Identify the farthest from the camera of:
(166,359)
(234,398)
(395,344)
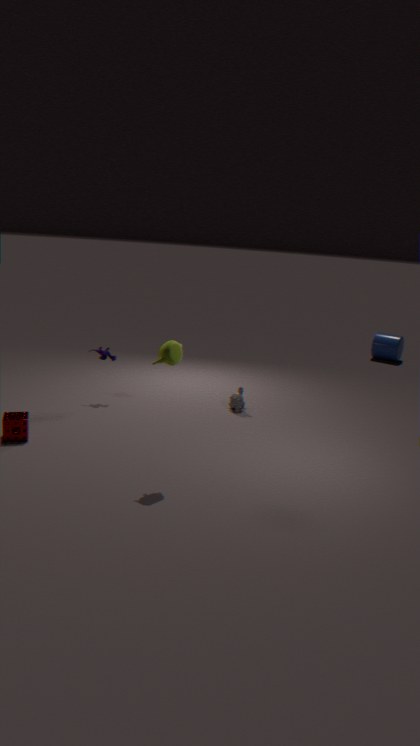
(395,344)
